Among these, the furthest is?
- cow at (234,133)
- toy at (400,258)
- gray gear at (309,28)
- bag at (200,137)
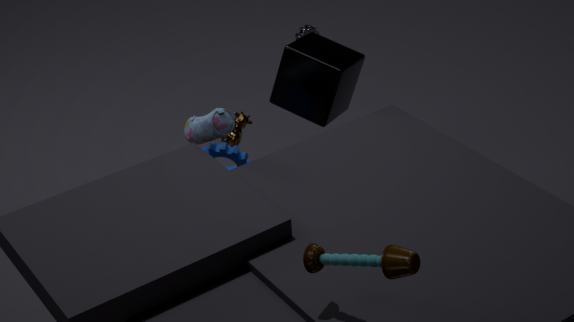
gray gear at (309,28)
